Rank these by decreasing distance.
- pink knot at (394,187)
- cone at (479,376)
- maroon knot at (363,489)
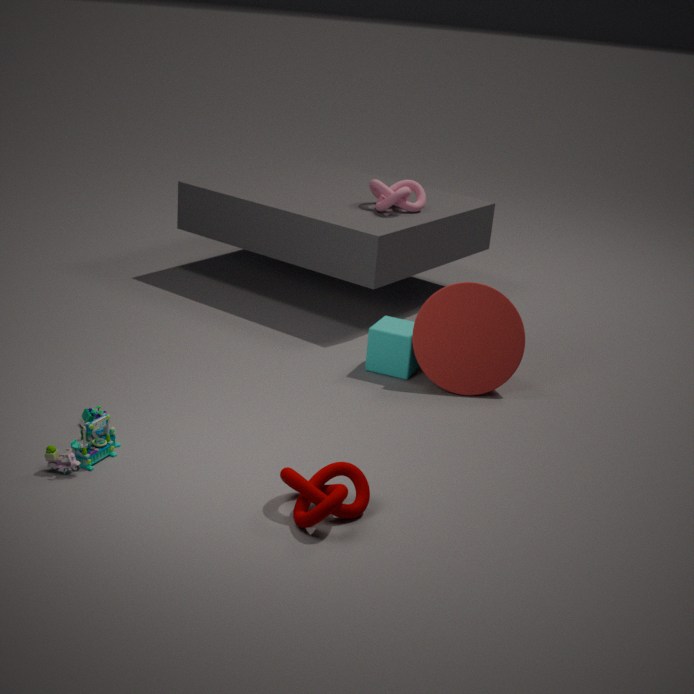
pink knot at (394,187)
cone at (479,376)
maroon knot at (363,489)
